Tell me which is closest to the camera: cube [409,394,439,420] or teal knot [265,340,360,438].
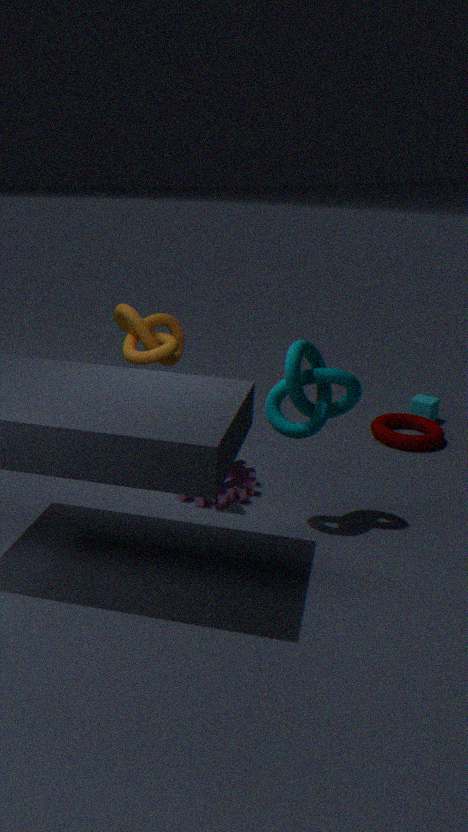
teal knot [265,340,360,438]
